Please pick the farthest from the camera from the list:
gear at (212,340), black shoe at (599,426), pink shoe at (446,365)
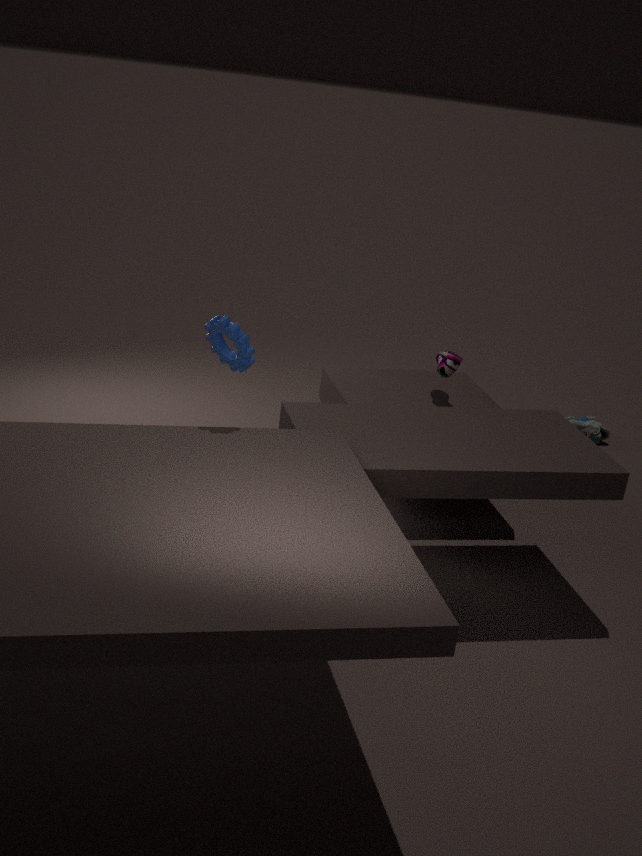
black shoe at (599,426)
